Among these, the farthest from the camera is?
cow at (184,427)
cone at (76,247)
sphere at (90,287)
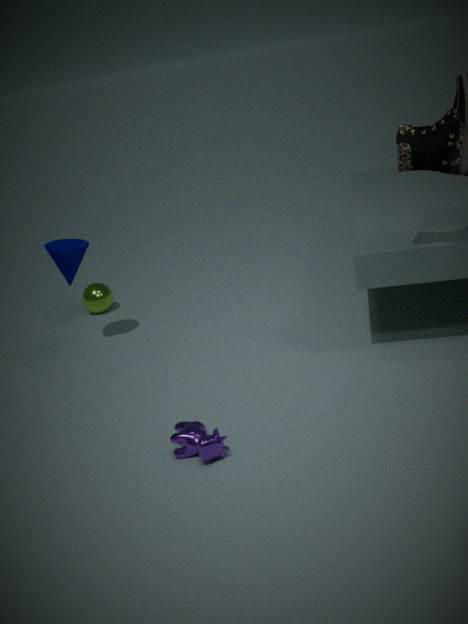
sphere at (90,287)
